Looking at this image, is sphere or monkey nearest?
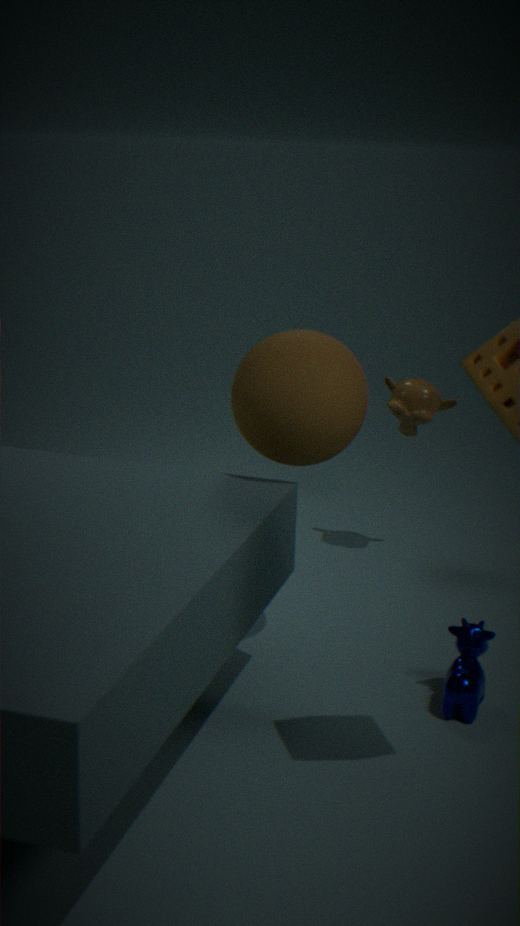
sphere
